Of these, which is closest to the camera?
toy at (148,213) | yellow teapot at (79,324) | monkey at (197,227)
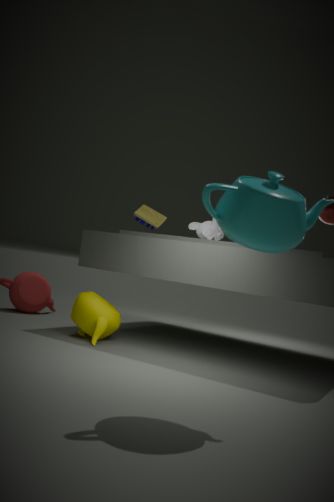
yellow teapot at (79,324)
